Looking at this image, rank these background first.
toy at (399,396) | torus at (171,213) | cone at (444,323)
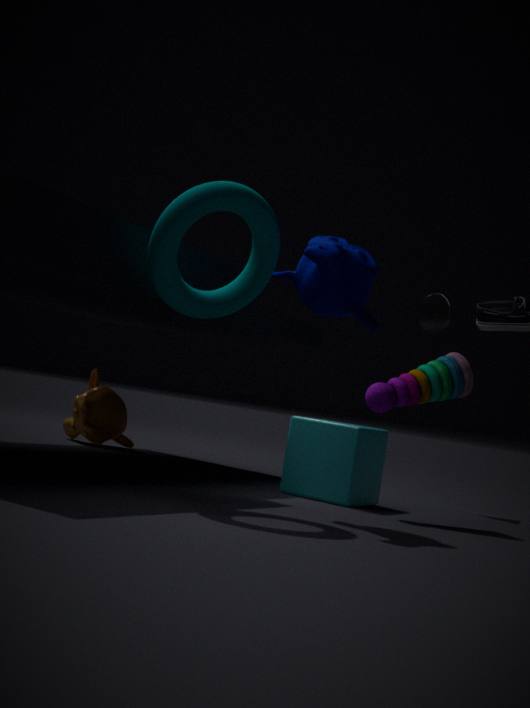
cone at (444,323) < toy at (399,396) < torus at (171,213)
